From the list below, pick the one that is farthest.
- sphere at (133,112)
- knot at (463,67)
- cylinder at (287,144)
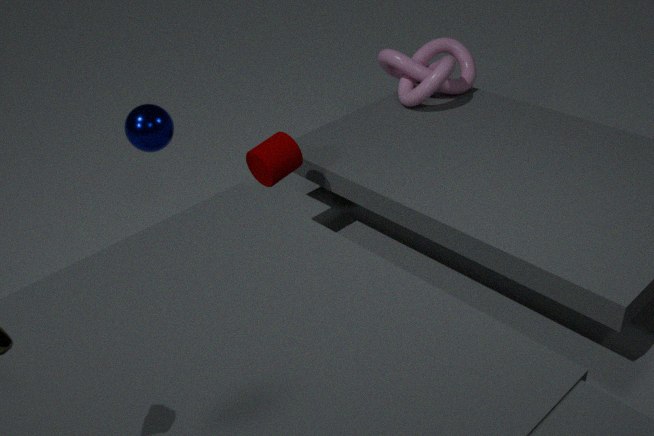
knot at (463,67)
